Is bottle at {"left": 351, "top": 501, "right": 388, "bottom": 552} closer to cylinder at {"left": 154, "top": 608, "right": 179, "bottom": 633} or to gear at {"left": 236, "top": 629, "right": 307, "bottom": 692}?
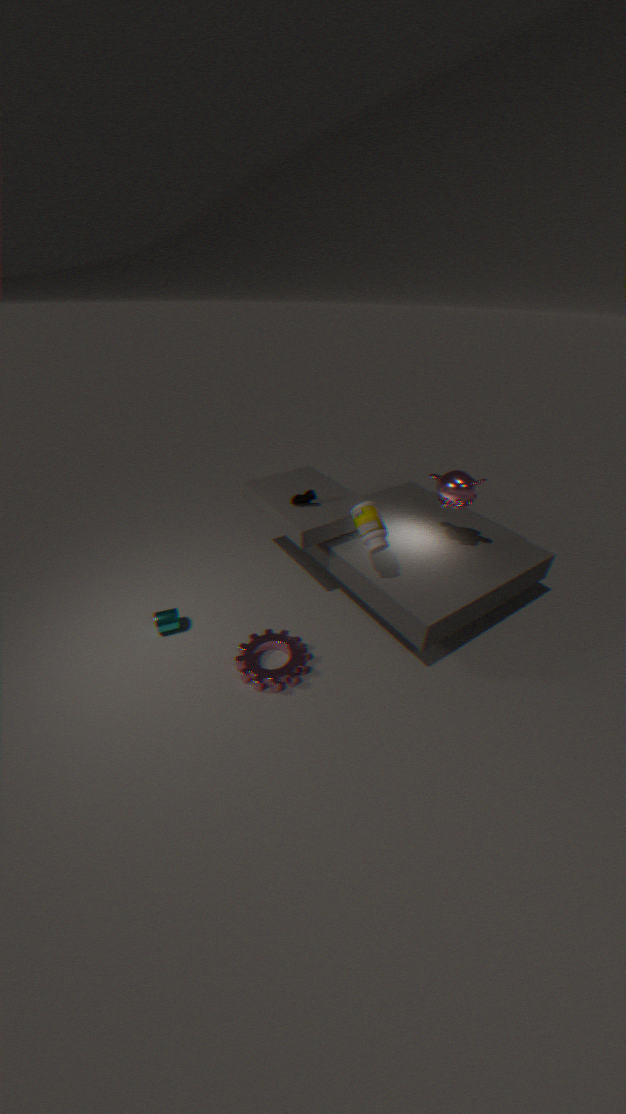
gear at {"left": 236, "top": 629, "right": 307, "bottom": 692}
